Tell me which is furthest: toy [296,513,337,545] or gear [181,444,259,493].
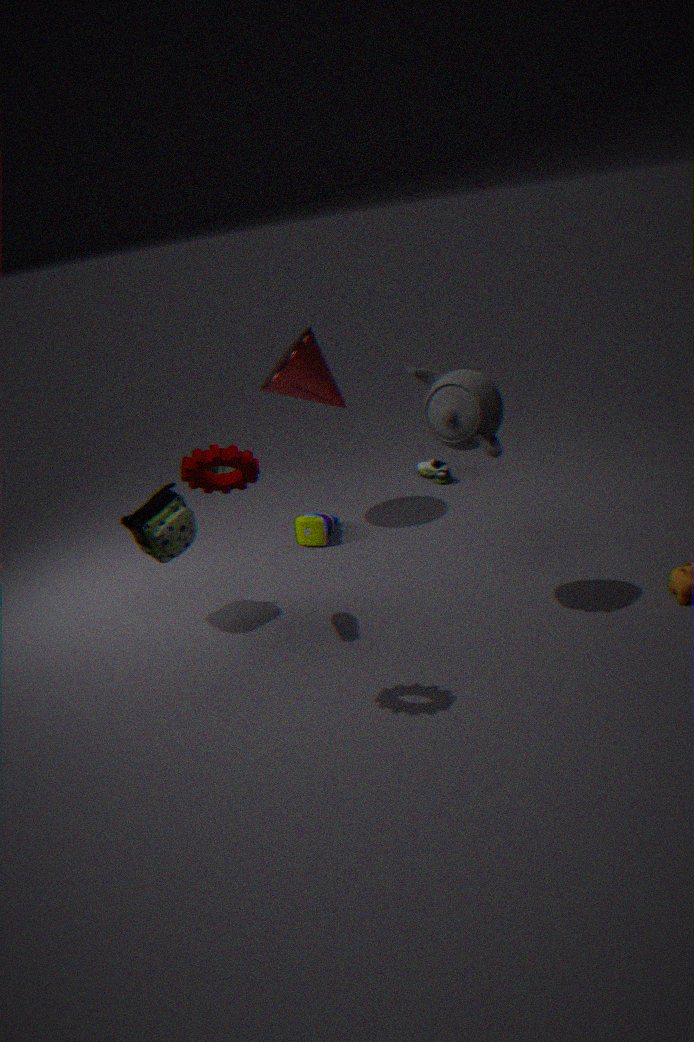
toy [296,513,337,545]
